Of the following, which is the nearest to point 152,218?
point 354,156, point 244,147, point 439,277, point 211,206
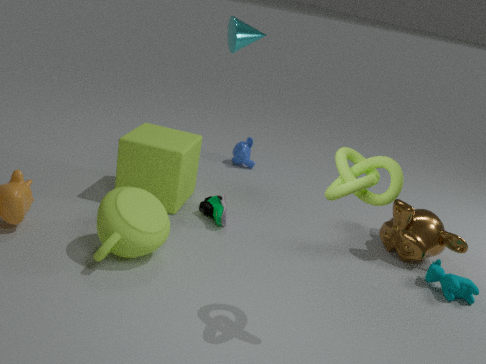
point 211,206
